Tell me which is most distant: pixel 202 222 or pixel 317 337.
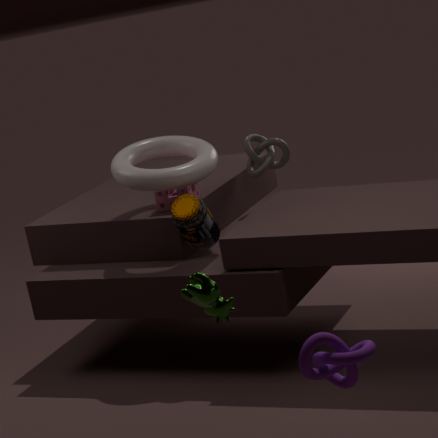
pixel 202 222
